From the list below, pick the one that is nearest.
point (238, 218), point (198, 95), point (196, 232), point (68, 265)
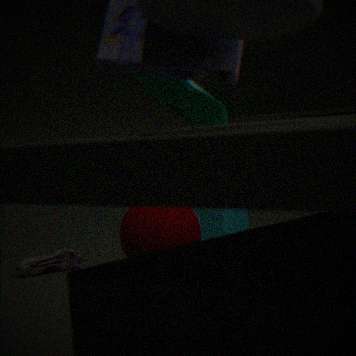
point (198, 95)
